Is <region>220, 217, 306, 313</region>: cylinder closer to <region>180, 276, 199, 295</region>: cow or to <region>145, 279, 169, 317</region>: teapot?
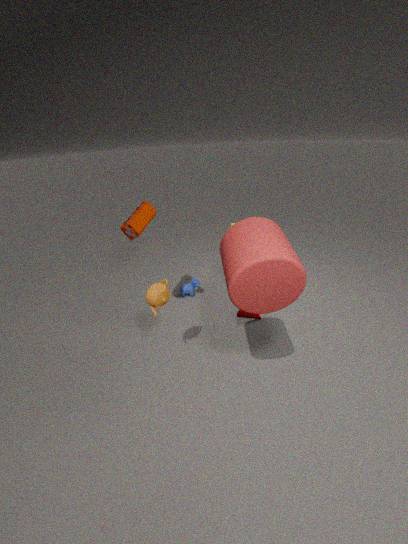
<region>145, 279, 169, 317</region>: teapot
